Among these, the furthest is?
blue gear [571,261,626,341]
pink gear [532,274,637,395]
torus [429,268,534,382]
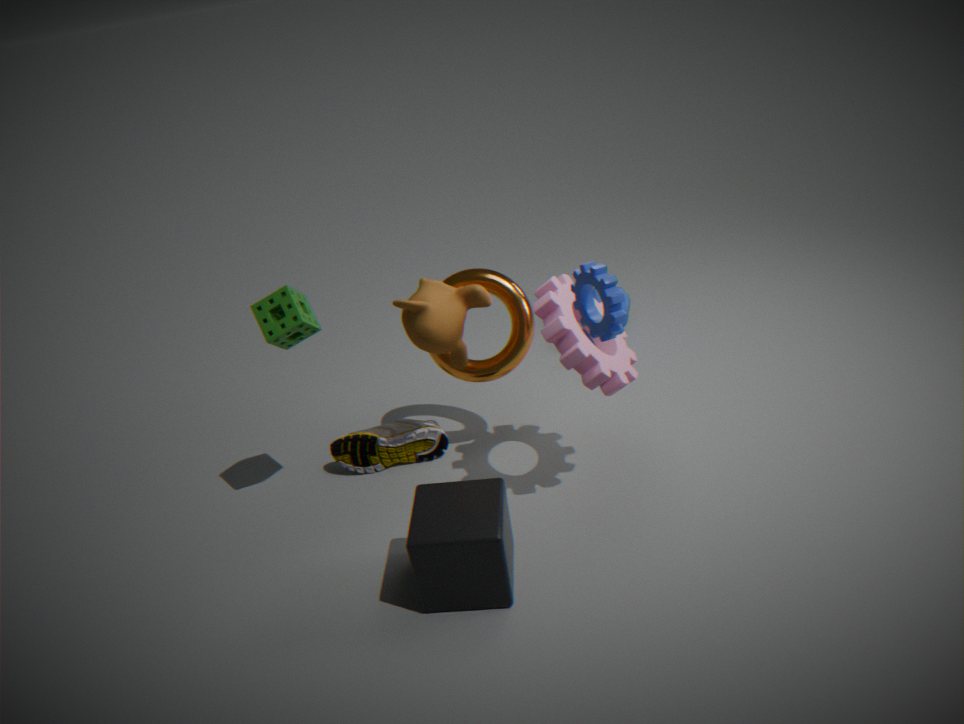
torus [429,268,534,382]
